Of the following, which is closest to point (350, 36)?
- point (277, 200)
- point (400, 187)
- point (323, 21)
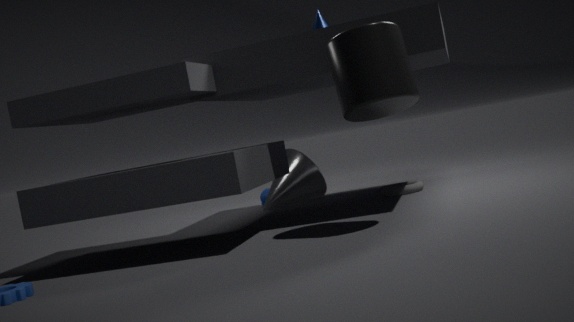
point (323, 21)
